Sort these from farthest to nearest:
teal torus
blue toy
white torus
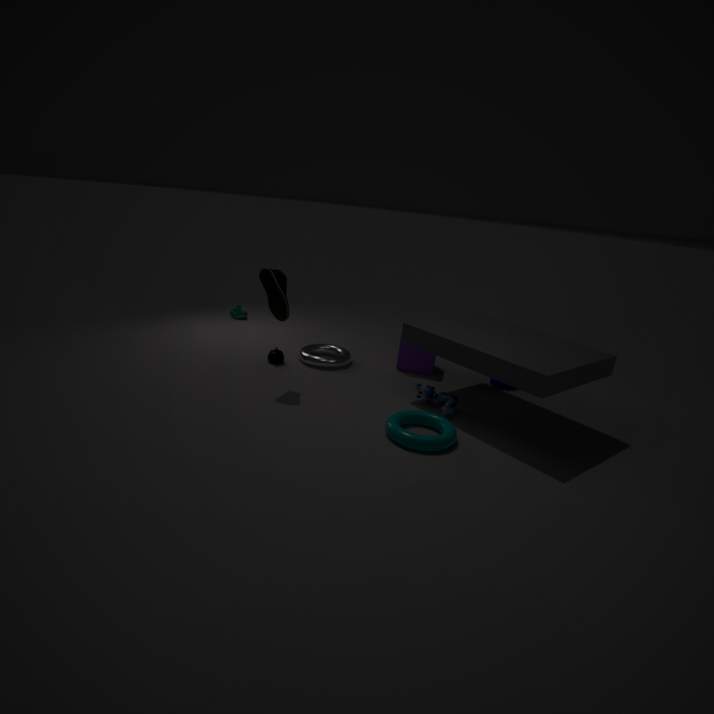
1. white torus
2. blue toy
3. teal torus
